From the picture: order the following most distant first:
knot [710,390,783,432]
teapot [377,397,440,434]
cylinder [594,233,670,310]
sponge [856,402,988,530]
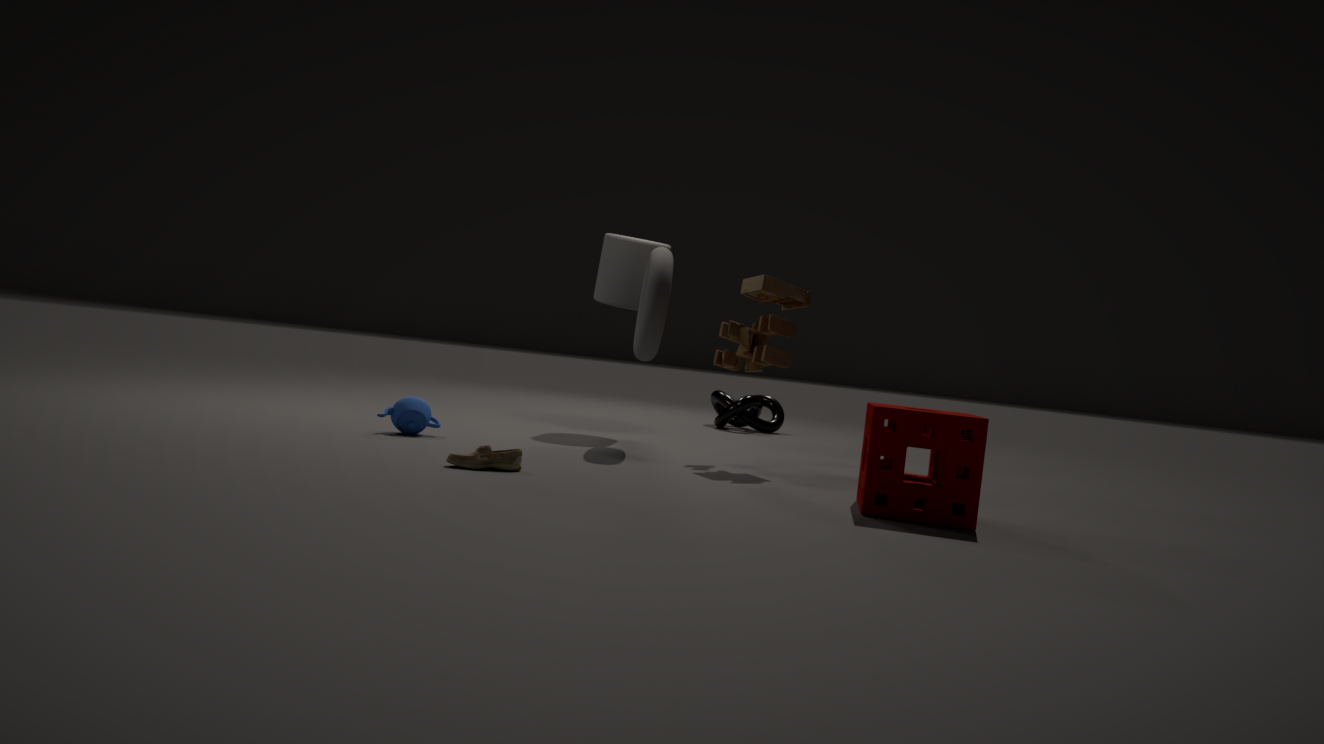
knot [710,390,783,432]
cylinder [594,233,670,310]
teapot [377,397,440,434]
sponge [856,402,988,530]
